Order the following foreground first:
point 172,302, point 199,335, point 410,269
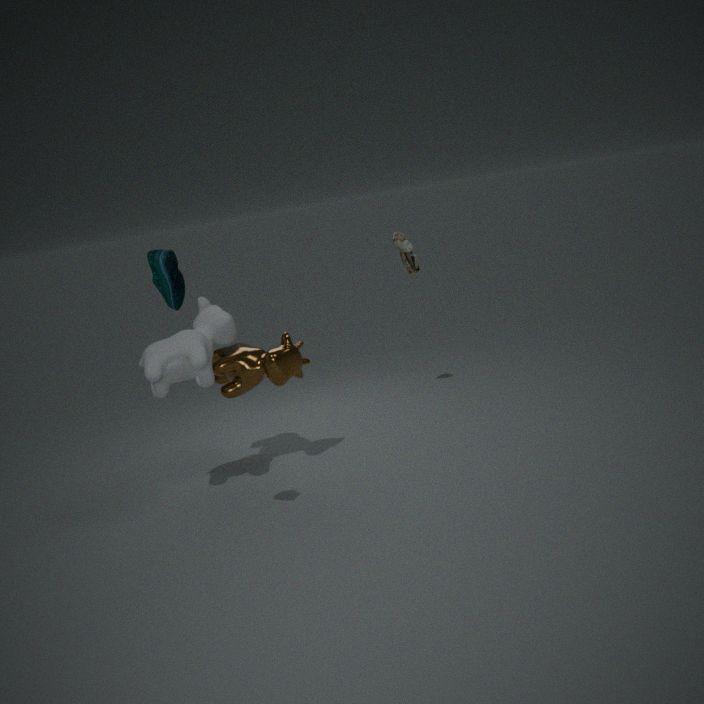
point 172,302 → point 199,335 → point 410,269
